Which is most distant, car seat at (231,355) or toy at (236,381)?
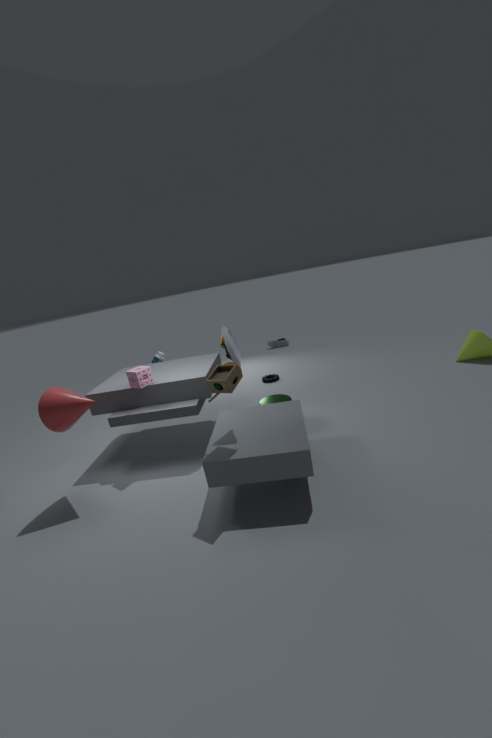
car seat at (231,355)
